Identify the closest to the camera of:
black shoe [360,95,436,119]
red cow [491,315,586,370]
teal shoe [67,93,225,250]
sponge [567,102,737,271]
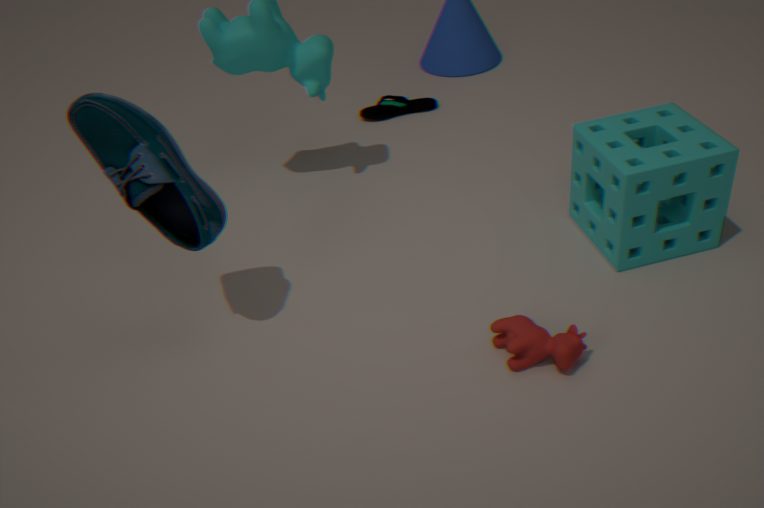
teal shoe [67,93,225,250]
